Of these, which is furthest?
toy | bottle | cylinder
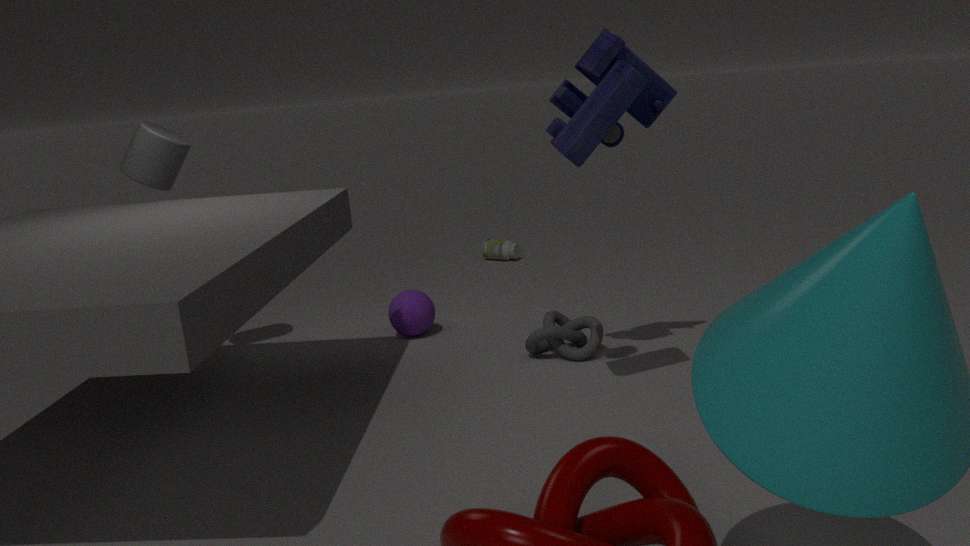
bottle
